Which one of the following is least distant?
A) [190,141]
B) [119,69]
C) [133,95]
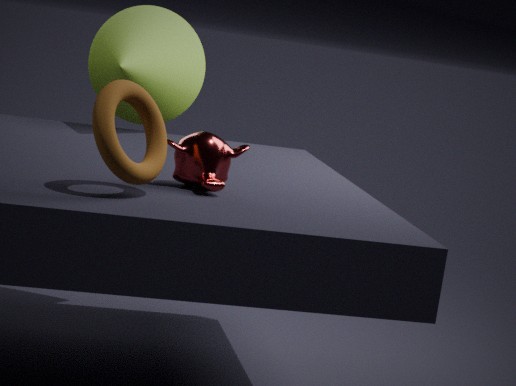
[133,95]
